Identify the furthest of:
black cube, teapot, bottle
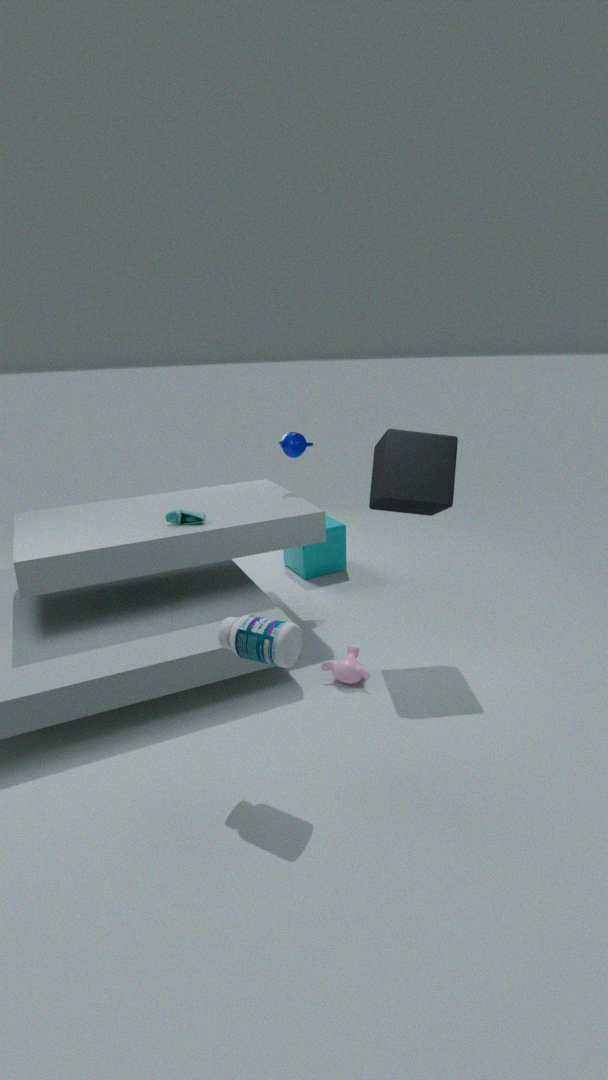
teapot
